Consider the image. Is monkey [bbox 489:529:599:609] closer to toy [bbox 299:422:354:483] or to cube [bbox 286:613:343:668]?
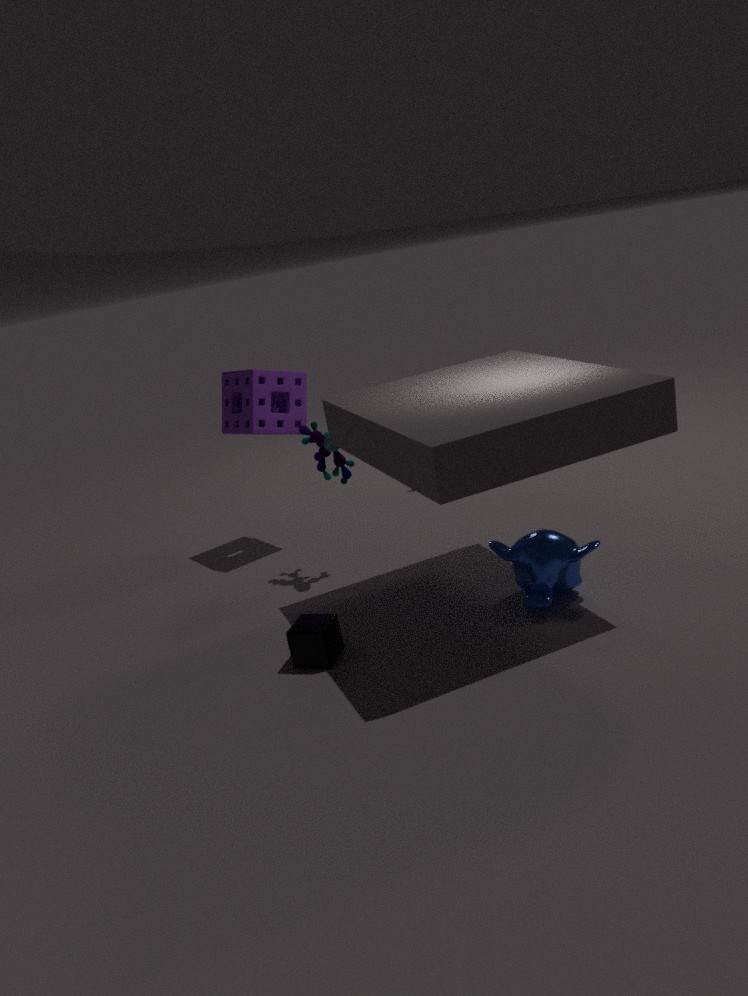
cube [bbox 286:613:343:668]
